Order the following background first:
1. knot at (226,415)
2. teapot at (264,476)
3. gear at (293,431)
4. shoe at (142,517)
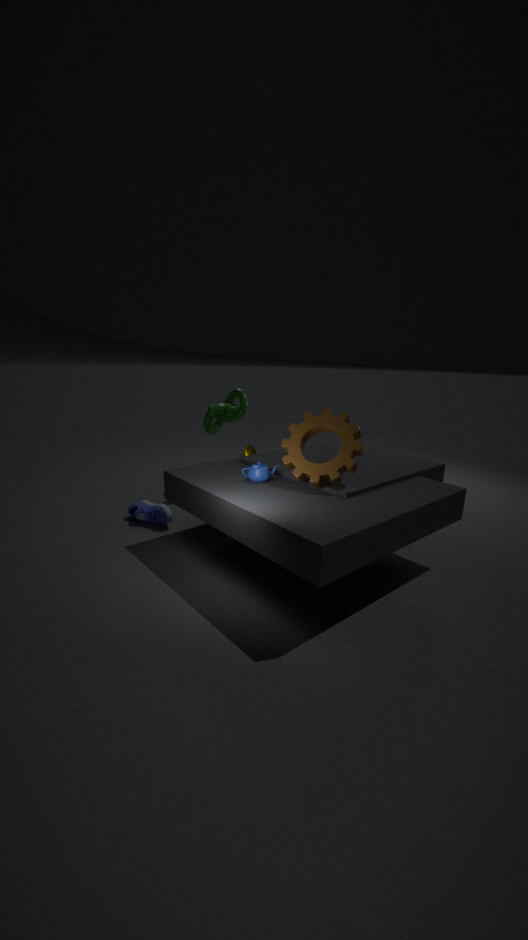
knot at (226,415)
shoe at (142,517)
teapot at (264,476)
gear at (293,431)
